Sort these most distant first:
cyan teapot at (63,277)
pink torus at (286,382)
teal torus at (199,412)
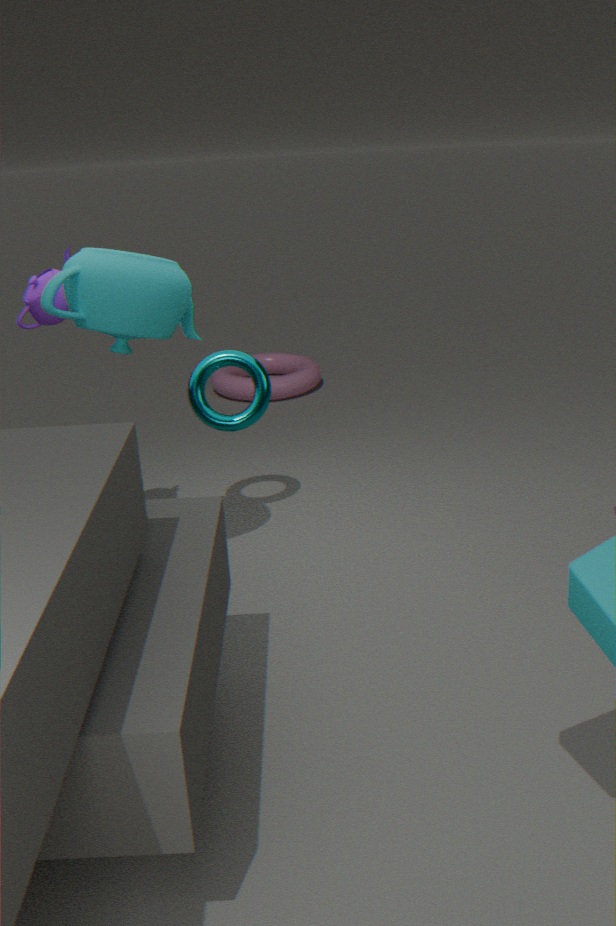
pink torus at (286,382), teal torus at (199,412), cyan teapot at (63,277)
